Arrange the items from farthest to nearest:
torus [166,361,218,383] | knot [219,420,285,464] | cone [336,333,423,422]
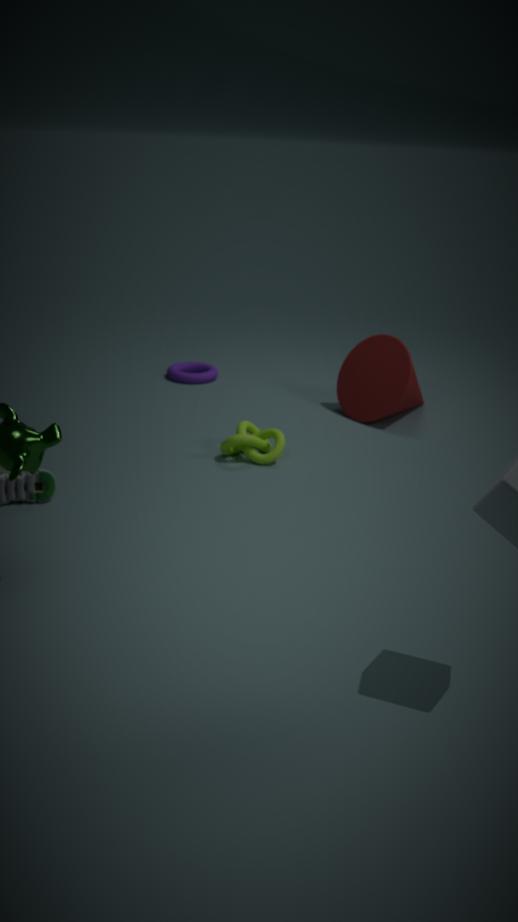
torus [166,361,218,383], cone [336,333,423,422], knot [219,420,285,464]
